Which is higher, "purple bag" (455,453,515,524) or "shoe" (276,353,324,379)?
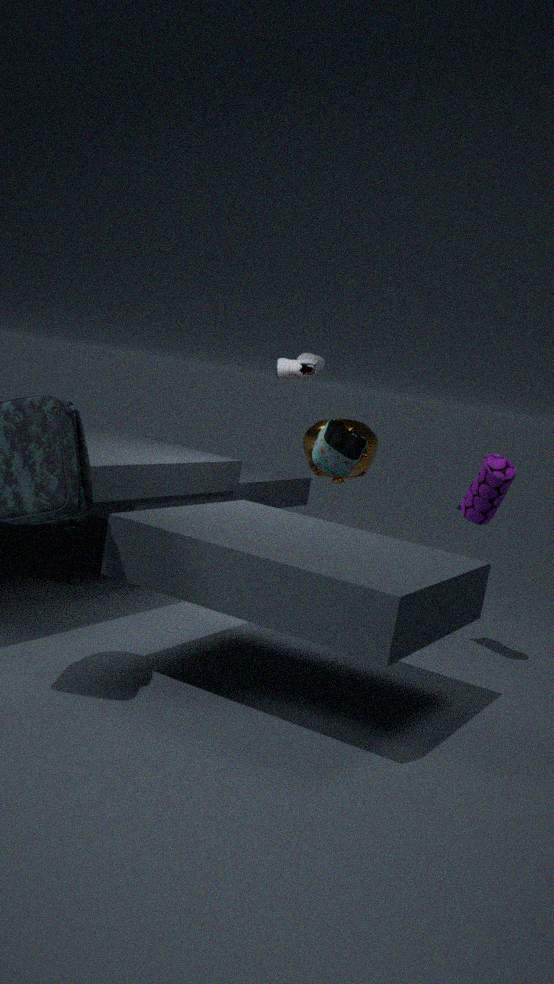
"shoe" (276,353,324,379)
